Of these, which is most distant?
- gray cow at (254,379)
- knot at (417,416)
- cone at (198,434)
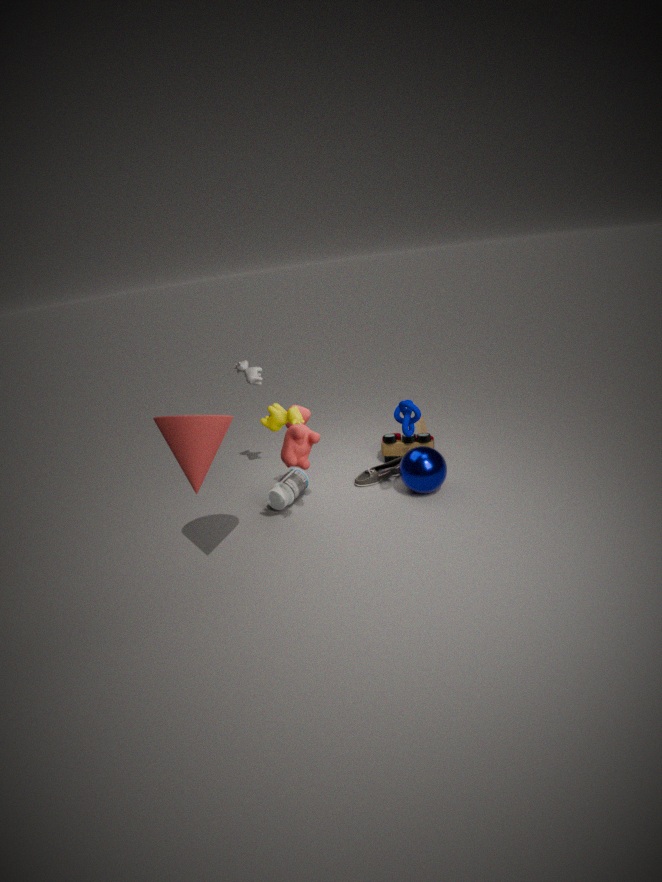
gray cow at (254,379)
